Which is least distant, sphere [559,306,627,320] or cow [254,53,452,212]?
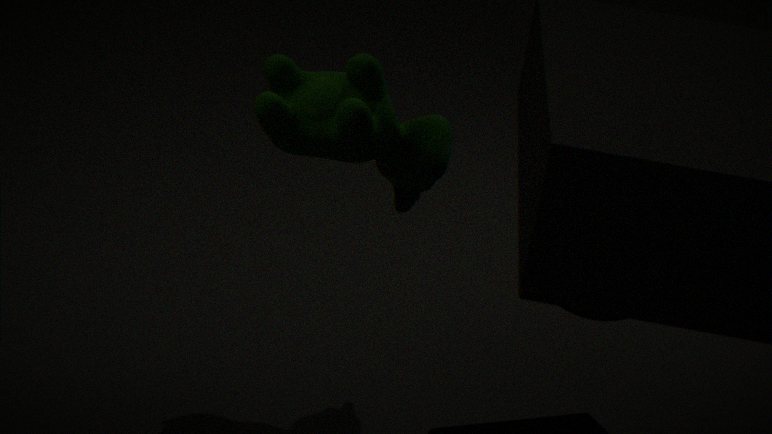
sphere [559,306,627,320]
